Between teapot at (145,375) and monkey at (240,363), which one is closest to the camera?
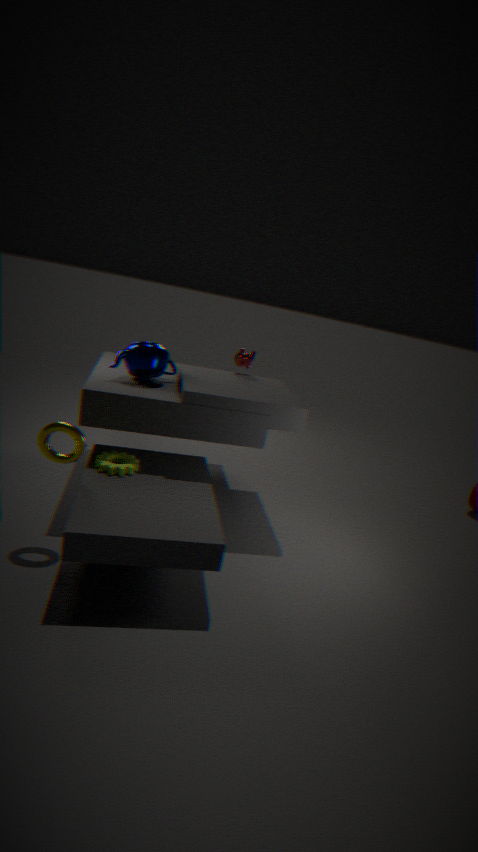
teapot at (145,375)
